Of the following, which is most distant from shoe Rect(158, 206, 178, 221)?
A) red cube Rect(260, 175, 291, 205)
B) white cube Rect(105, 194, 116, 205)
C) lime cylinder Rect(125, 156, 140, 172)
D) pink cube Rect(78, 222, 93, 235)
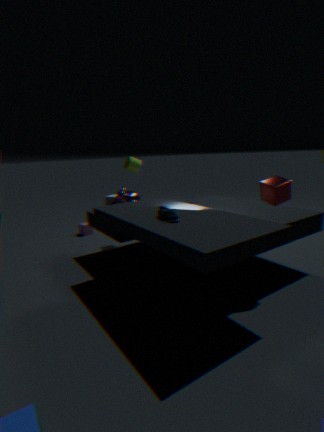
pink cube Rect(78, 222, 93, 235)
